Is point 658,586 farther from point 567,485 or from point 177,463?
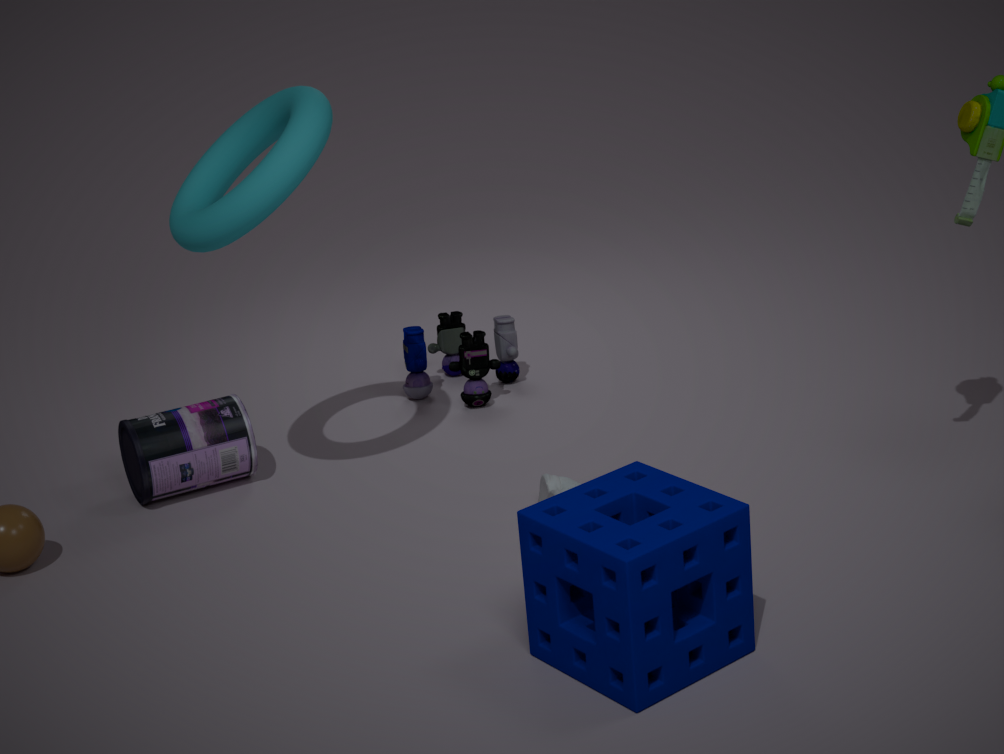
point 177,463
